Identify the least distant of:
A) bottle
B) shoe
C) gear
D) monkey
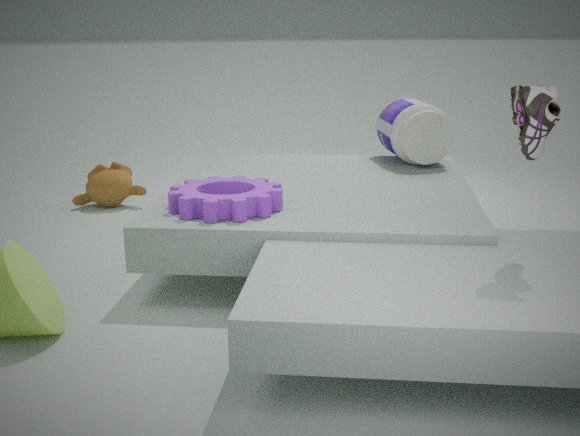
shoe
